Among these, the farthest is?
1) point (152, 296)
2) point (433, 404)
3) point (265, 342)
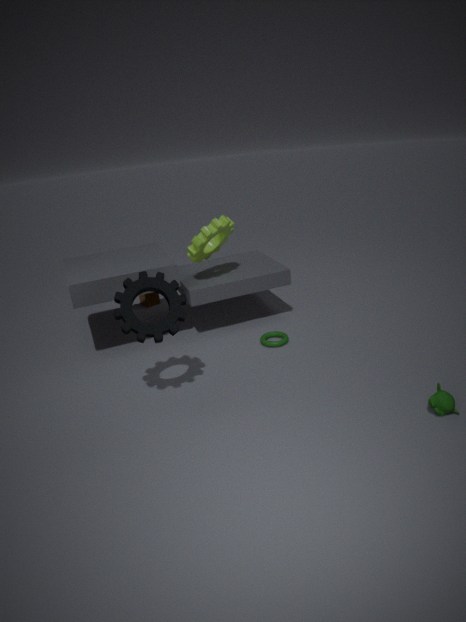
1. point (152, 296)
